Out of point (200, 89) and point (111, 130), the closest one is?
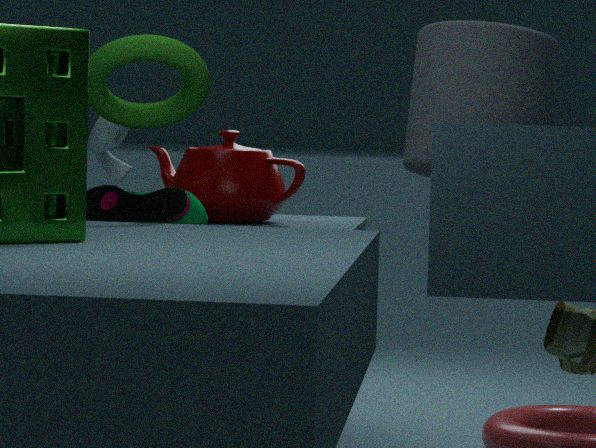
point (200, 89)
